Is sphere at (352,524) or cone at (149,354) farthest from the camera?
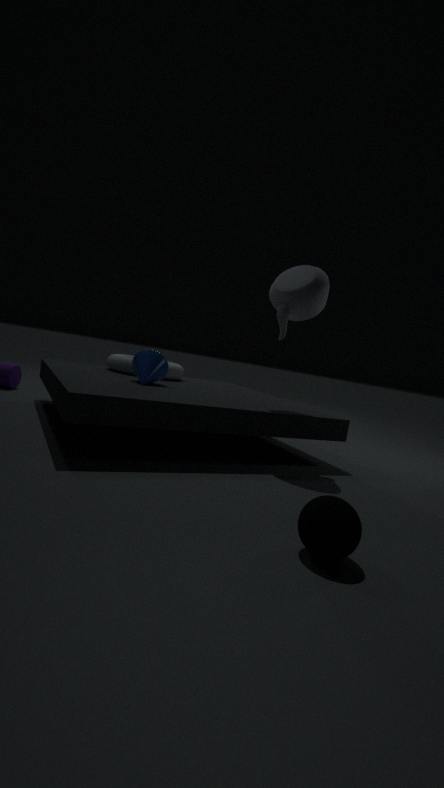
cone at (149,354)
